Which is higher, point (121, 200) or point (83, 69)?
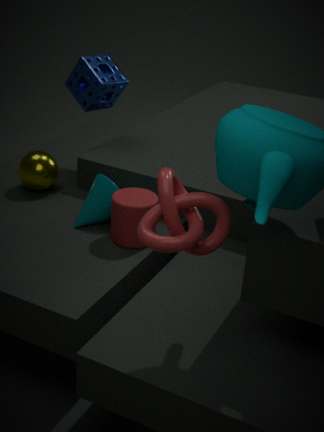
point (83, 69)
